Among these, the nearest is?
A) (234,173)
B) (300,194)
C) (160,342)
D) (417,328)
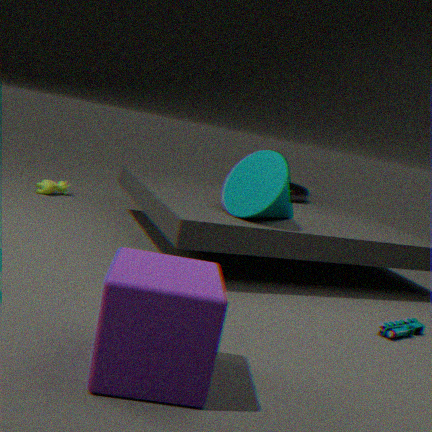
(160,342)
